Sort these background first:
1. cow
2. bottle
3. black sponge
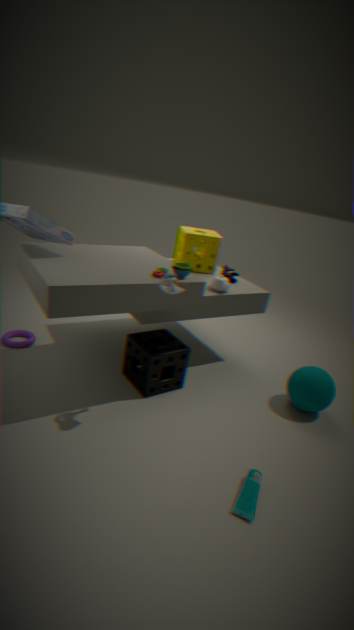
cow
black sponge
bottle
